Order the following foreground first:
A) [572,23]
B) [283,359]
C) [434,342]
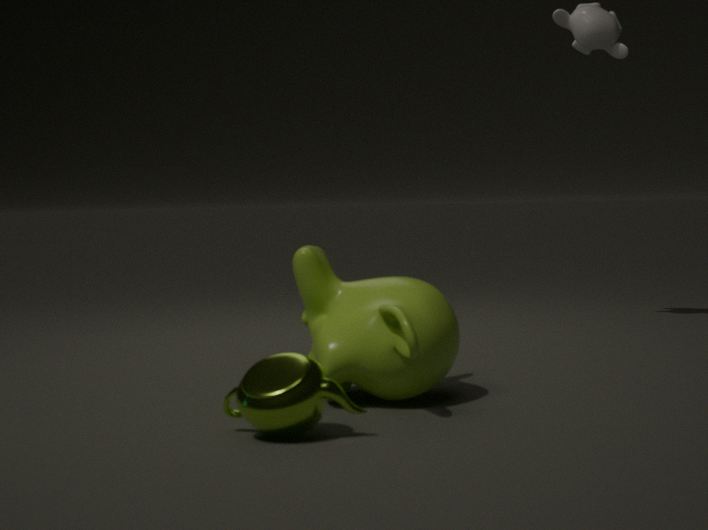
[283,359], [434,342], [572,23]
